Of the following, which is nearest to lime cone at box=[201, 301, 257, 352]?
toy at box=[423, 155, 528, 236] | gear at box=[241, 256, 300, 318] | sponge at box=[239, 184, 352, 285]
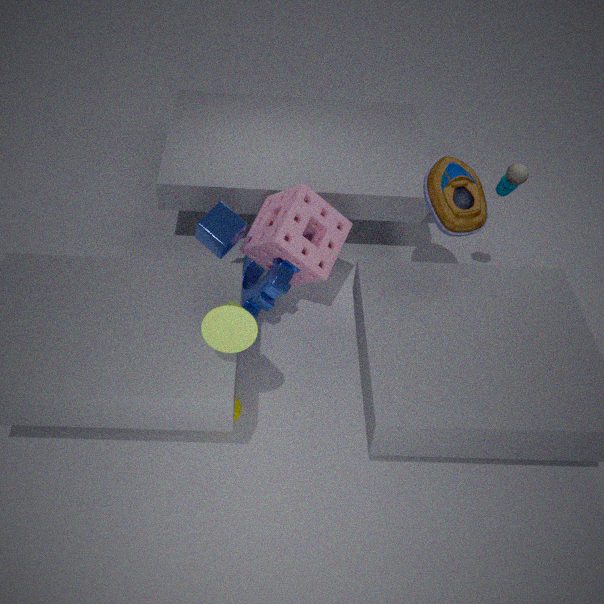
sponge at box=[239, 184, 352, 285]
